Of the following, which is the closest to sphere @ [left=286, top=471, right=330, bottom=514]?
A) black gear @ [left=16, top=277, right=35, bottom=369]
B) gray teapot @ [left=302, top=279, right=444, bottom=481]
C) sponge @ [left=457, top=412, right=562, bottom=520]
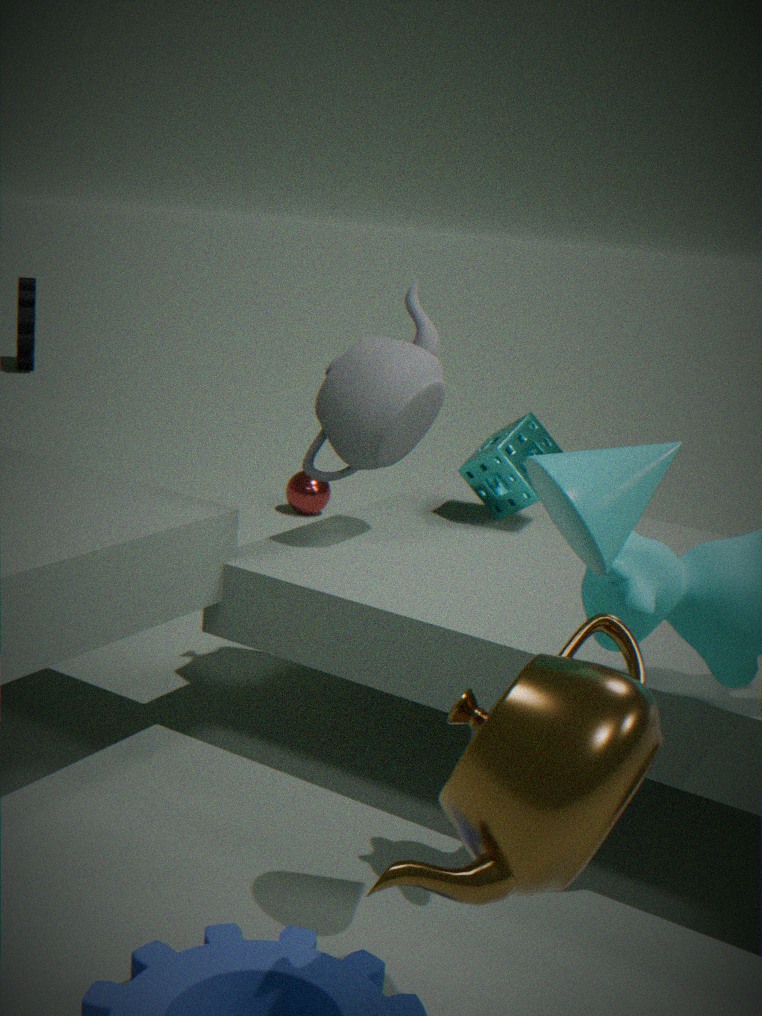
sponge @ [left=457, top=412, right=562, bottom=520]
